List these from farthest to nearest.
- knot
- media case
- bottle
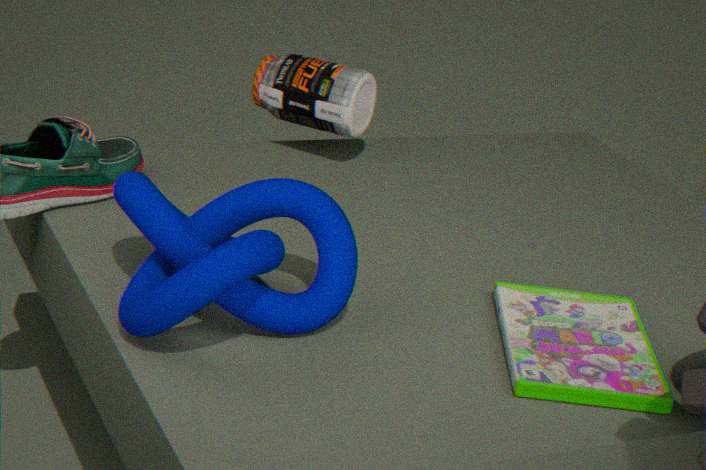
1. bottle
2. media case
3. knot
